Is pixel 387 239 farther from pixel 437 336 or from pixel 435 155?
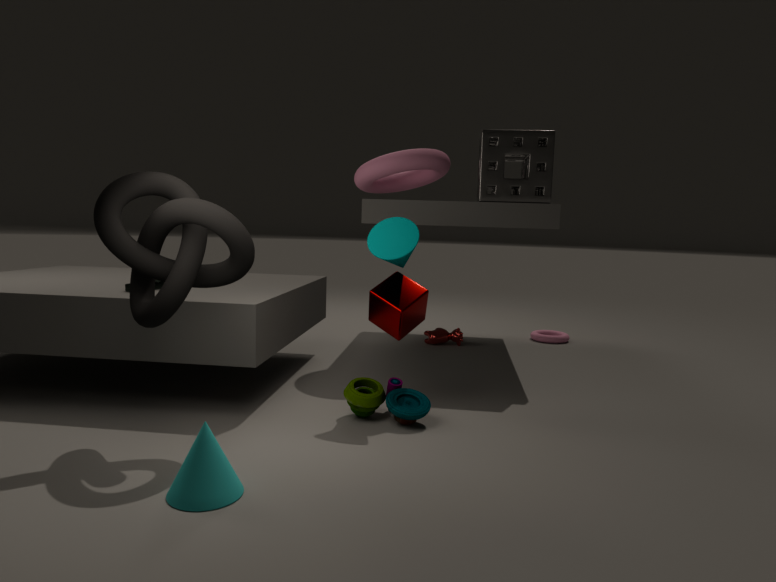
pixel 437 336
